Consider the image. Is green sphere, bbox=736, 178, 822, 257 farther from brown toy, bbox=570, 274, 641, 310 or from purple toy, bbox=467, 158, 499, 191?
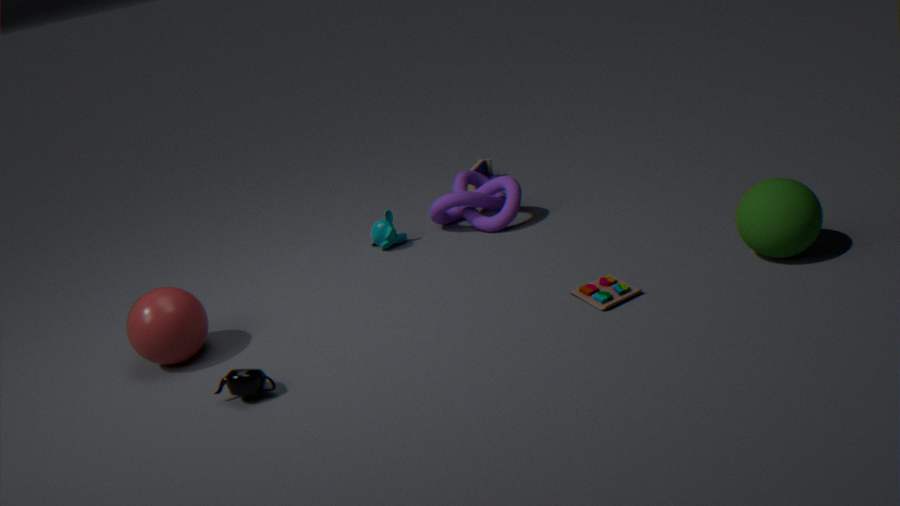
purple toy, bbox=467, 158, 499, 191
